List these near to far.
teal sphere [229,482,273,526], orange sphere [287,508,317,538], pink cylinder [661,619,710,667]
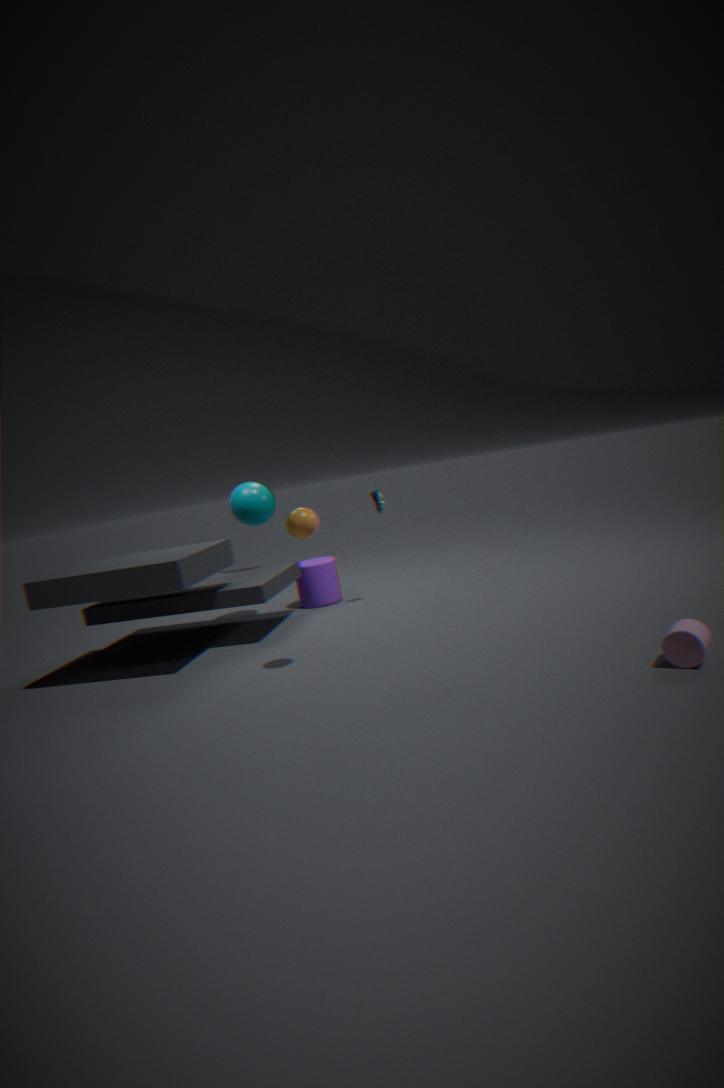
pink cylinder [661,619,710,667]
orange sphere [287,508,317,538]
teal sphere [229,482,273,526]
